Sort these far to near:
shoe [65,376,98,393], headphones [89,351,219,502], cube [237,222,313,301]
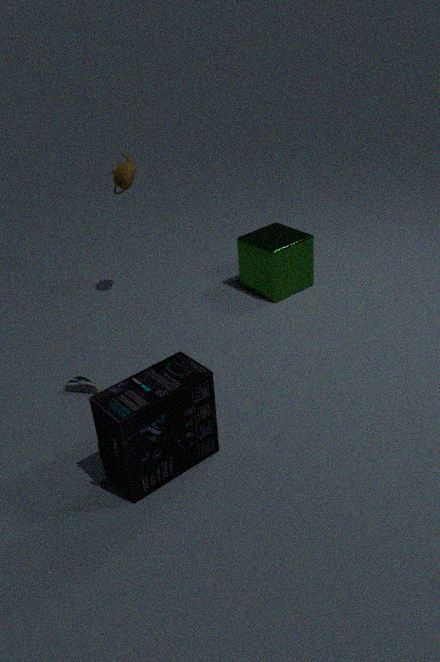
cube [237,222,313,301] < shoe [65,376,98,393] < headphones [89,351,219,502]
